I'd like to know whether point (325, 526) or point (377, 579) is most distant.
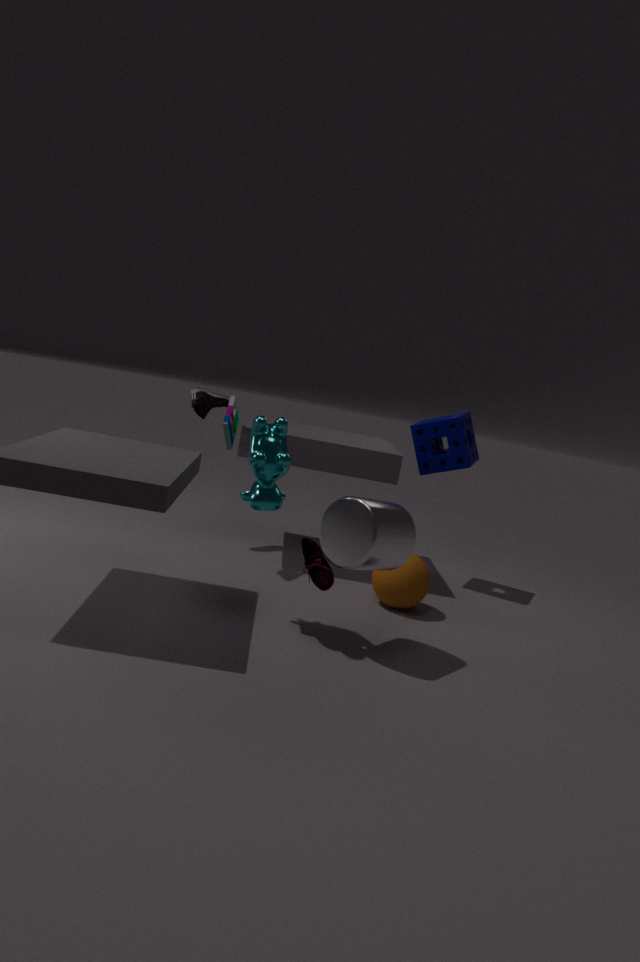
point (377, 579)
